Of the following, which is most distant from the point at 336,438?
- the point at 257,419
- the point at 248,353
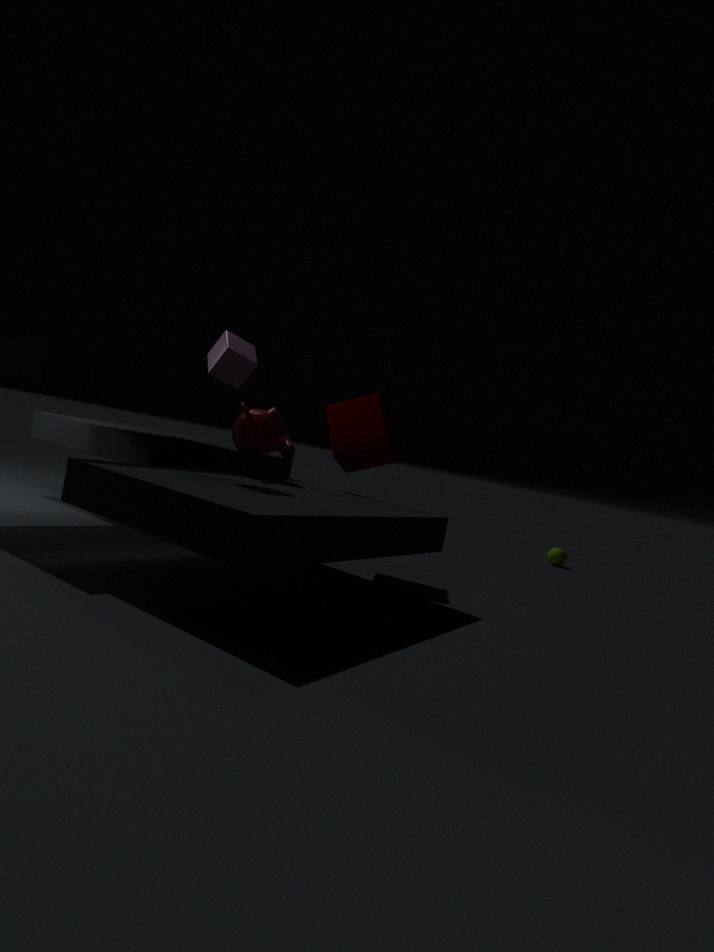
the point at 248,353
